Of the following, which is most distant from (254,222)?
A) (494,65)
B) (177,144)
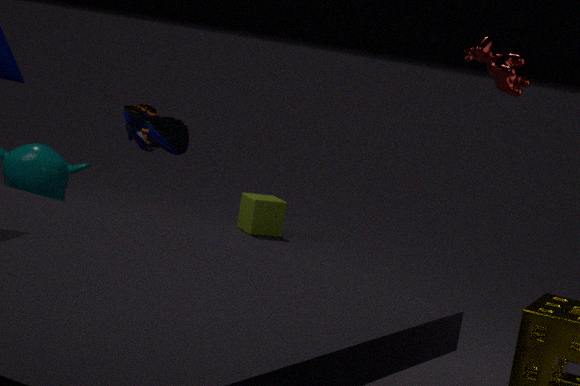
(494,65)
